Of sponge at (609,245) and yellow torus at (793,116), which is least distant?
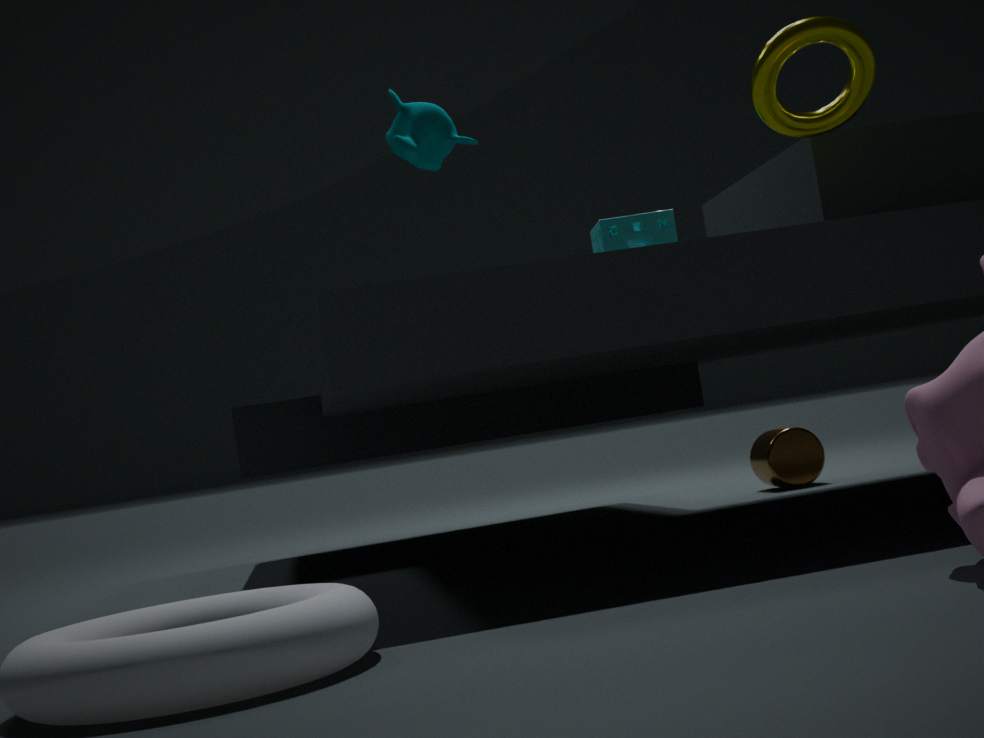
yellow torus at (793,116)
